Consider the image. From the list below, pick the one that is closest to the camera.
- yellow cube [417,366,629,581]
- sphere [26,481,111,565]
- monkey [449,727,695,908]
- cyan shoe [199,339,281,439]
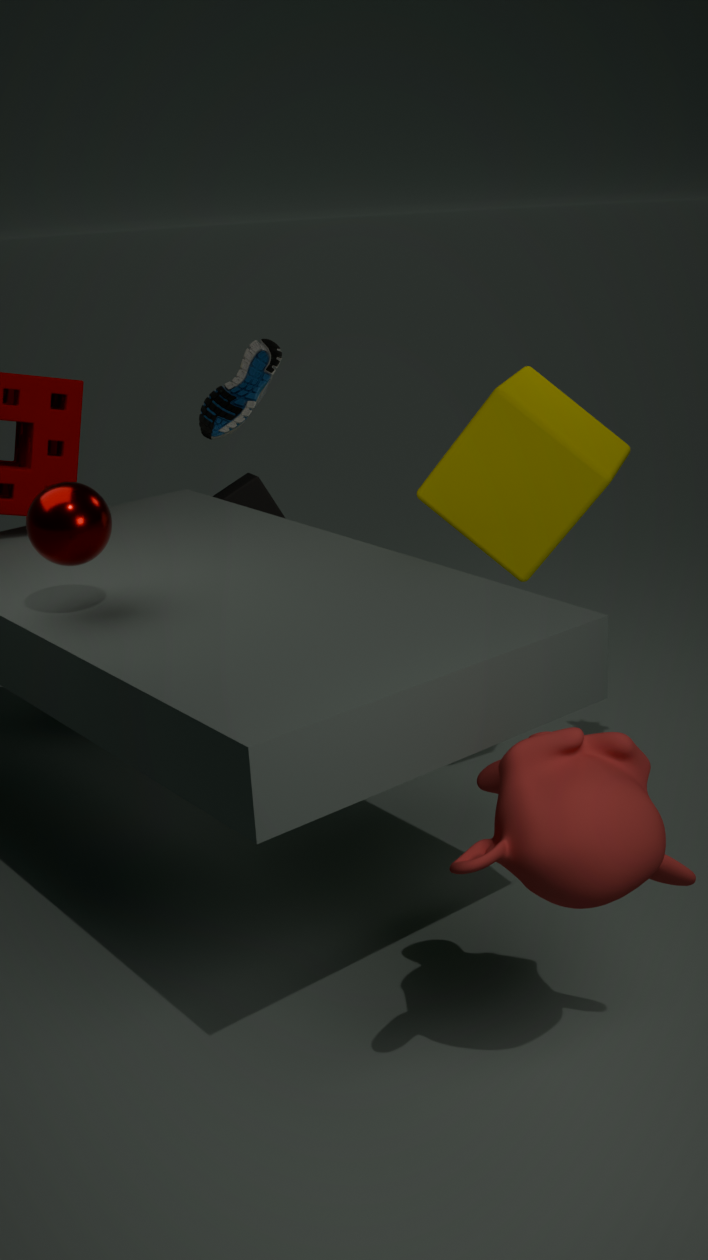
monkey [449,727,695,908]
